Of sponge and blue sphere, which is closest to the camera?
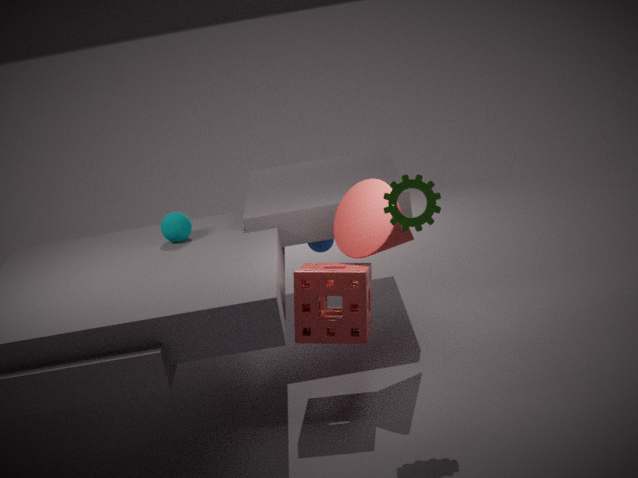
sponge
